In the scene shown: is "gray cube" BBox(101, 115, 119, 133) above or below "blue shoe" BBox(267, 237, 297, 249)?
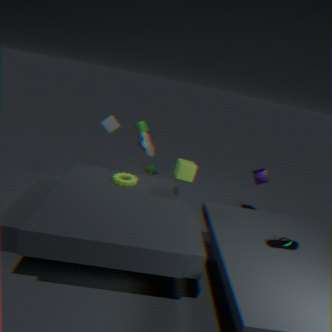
above
